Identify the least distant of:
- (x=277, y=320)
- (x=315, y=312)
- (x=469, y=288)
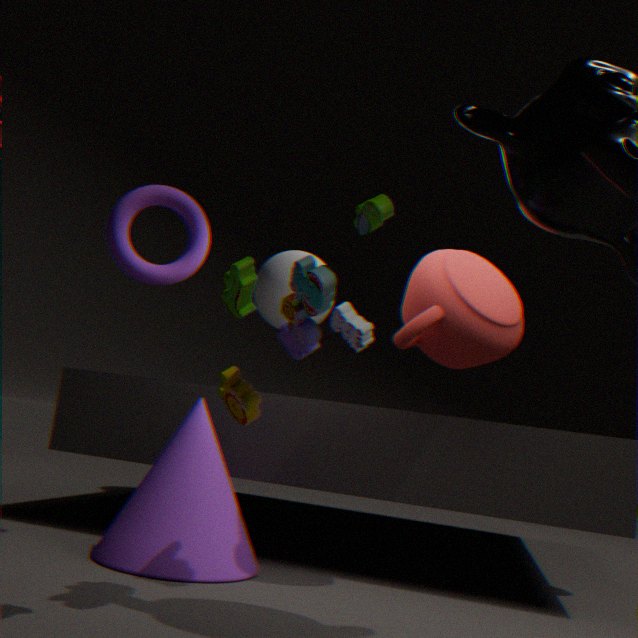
(x=315, y=312)
